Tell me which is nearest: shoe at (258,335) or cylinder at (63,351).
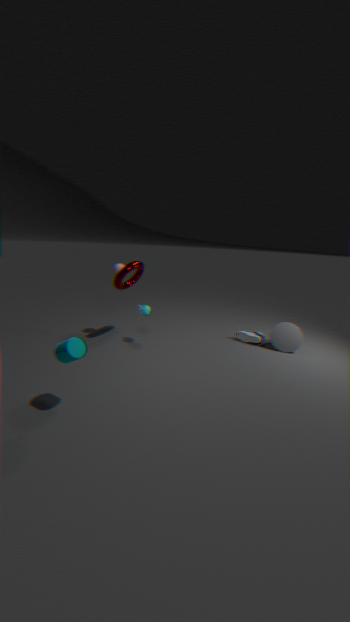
cylinder at (63,351)
